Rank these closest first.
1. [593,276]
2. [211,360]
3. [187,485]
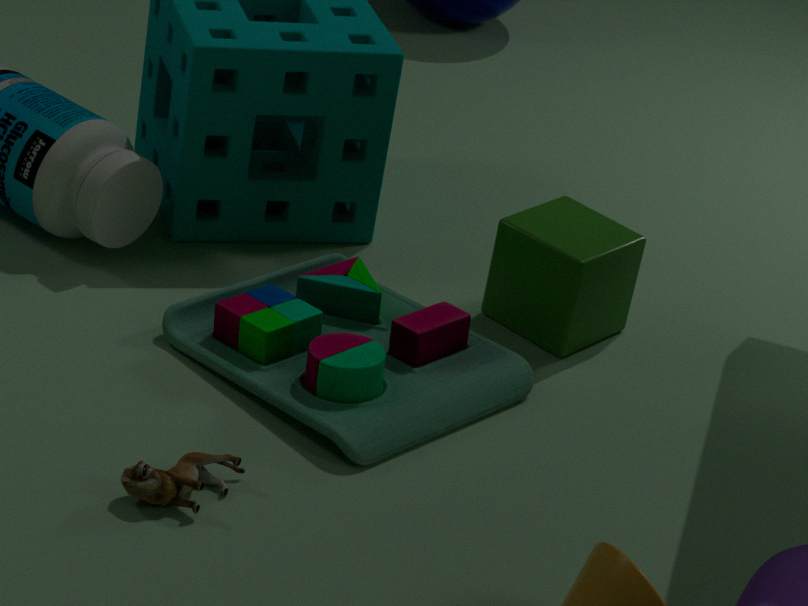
[187,485], [211,360], [593,276]
